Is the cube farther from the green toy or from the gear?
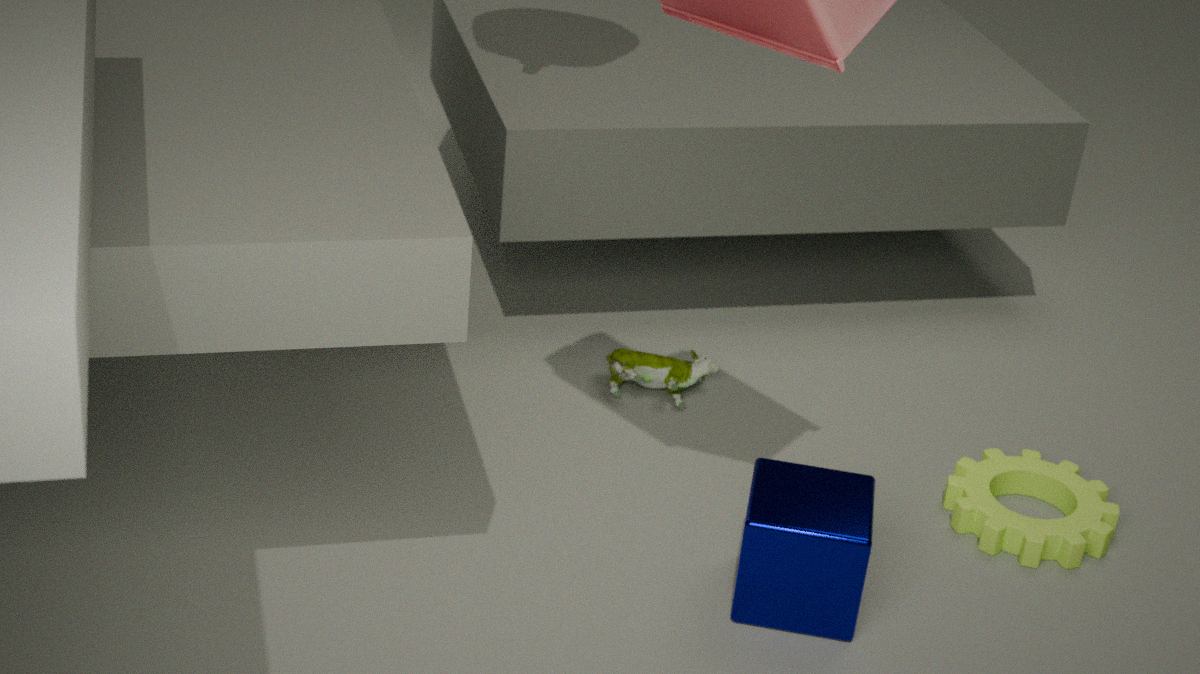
the green toy
